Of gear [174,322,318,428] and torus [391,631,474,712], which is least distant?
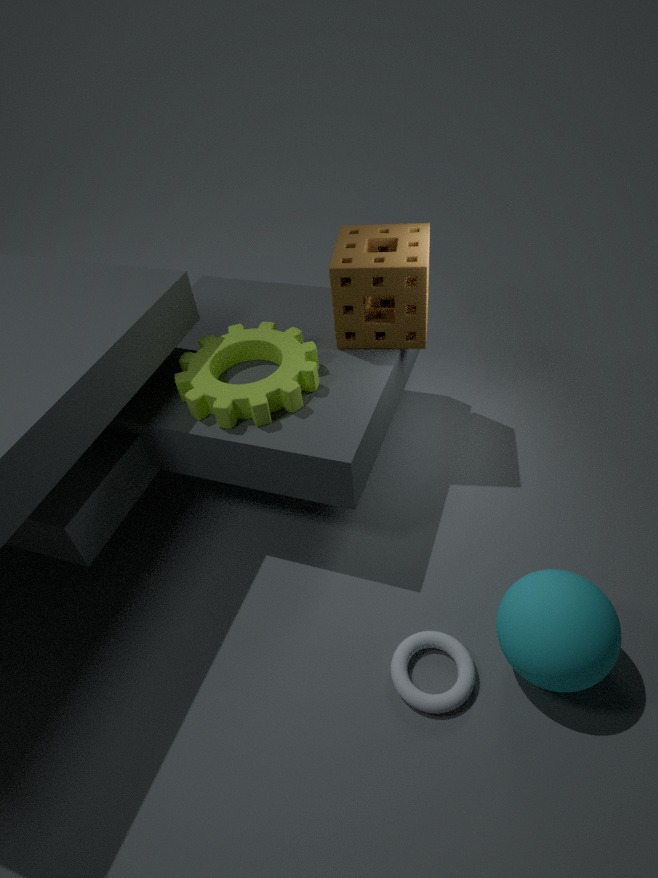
torus [391,631,474,712]
